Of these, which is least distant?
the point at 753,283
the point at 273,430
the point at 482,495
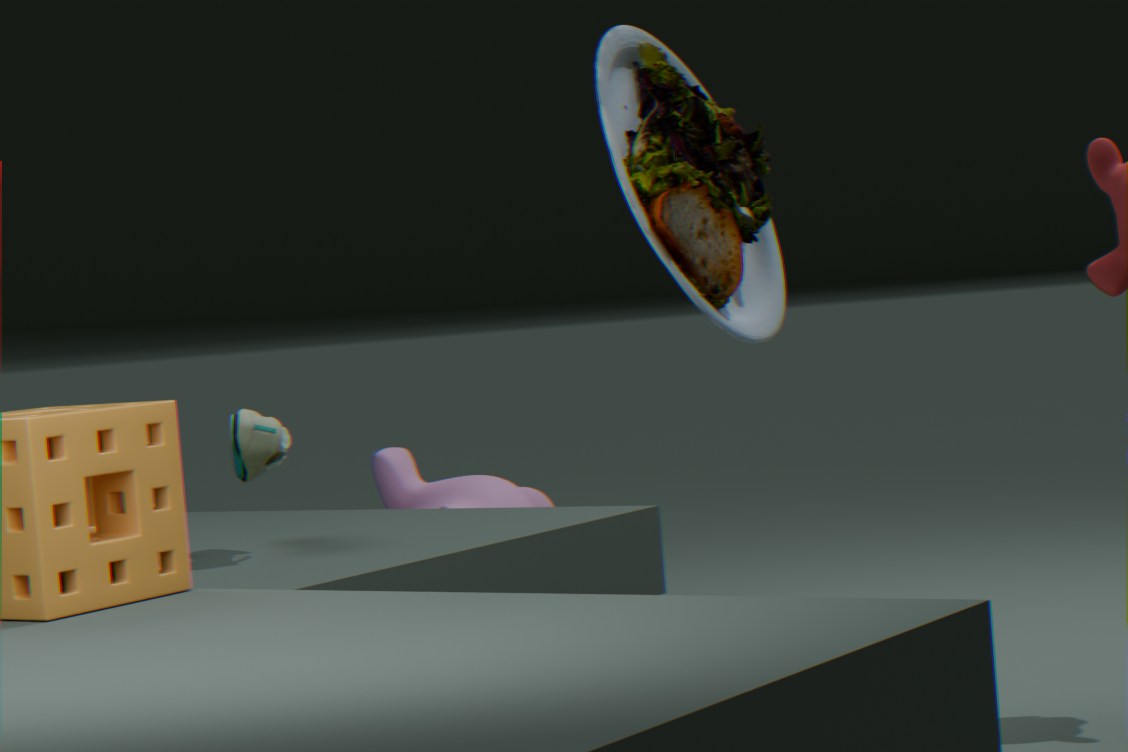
the point at 753,283
